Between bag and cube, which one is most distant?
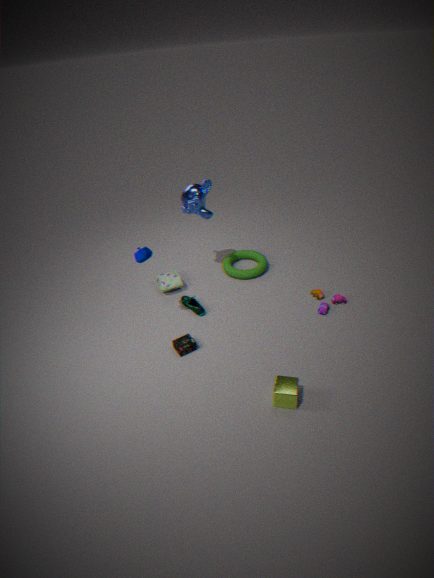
bag
